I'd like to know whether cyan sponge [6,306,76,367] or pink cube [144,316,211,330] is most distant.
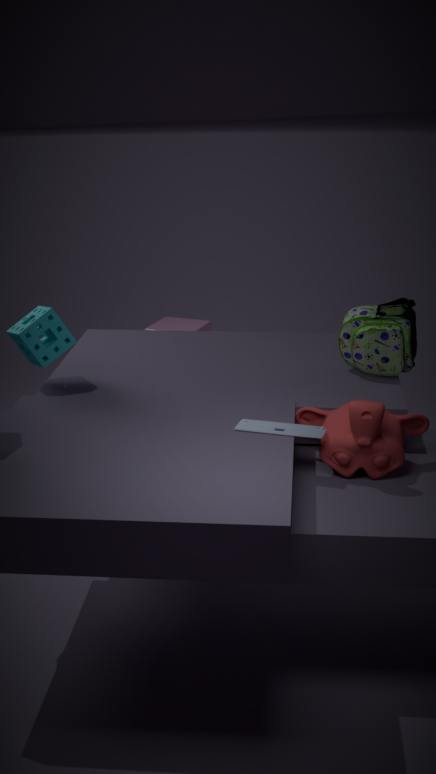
pink cube [144,316,211,330]
